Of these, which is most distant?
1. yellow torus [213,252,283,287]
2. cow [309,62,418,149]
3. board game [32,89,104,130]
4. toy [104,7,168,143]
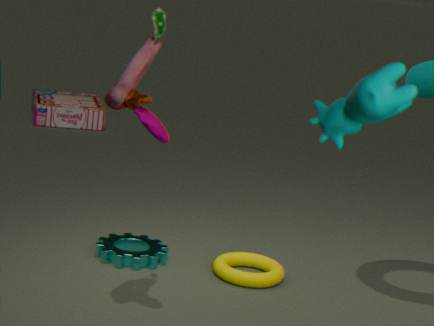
board game [32,89,104,130]
